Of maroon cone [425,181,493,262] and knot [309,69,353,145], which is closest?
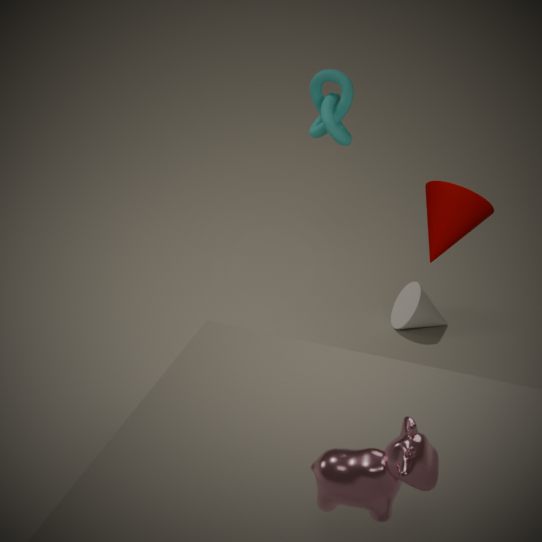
maroon cone [425,181,493,262]
